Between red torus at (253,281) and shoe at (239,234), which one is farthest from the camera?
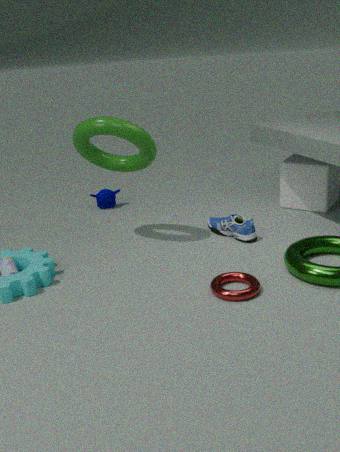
shoe at (239,234)
